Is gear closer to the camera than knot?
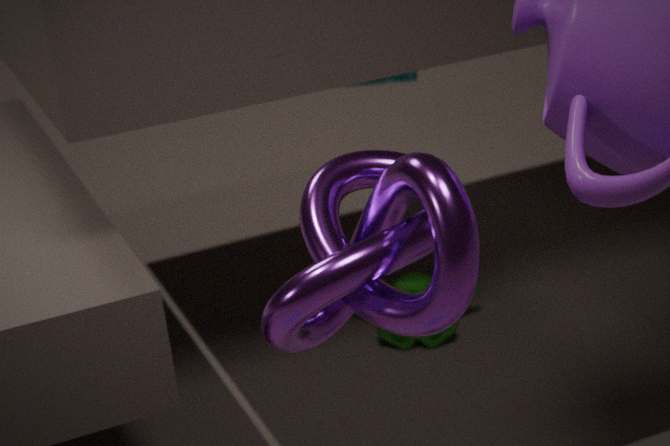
No
